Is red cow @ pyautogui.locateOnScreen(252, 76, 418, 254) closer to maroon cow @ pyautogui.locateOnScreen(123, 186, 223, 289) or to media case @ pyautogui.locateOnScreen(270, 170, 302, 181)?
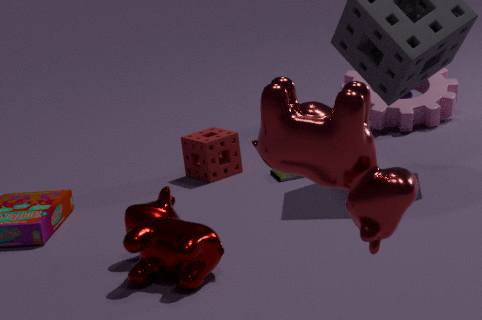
maroon cow @ pyautogui.locateOnScreen(123, 186, 223, 289)
